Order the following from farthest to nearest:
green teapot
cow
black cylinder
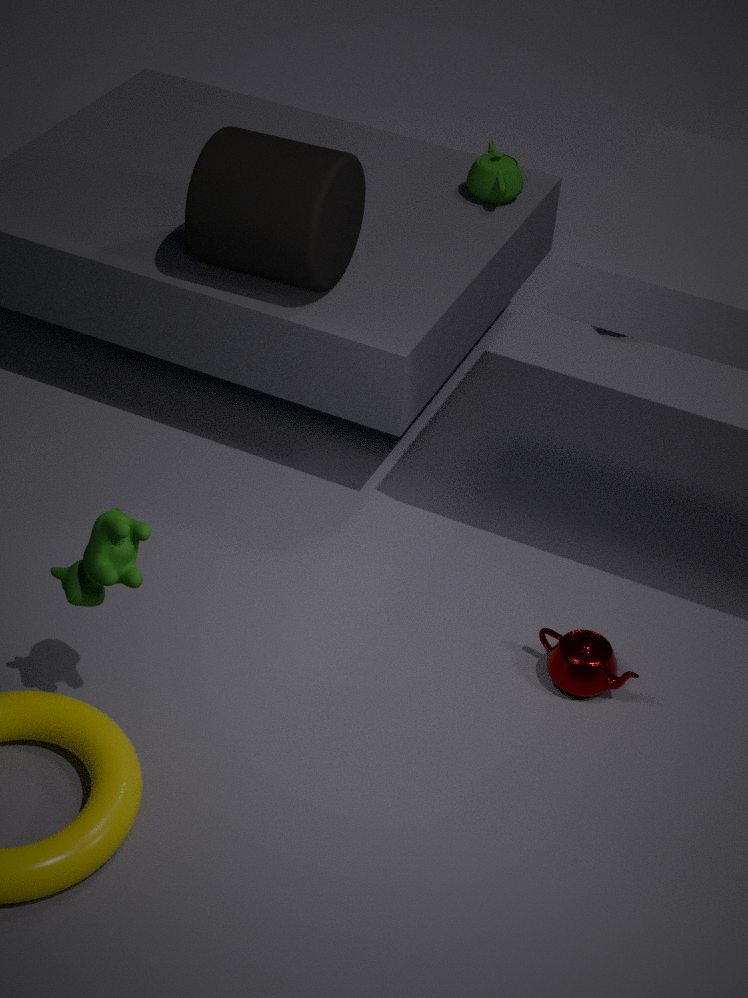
green teapot → black cylinder → cow
